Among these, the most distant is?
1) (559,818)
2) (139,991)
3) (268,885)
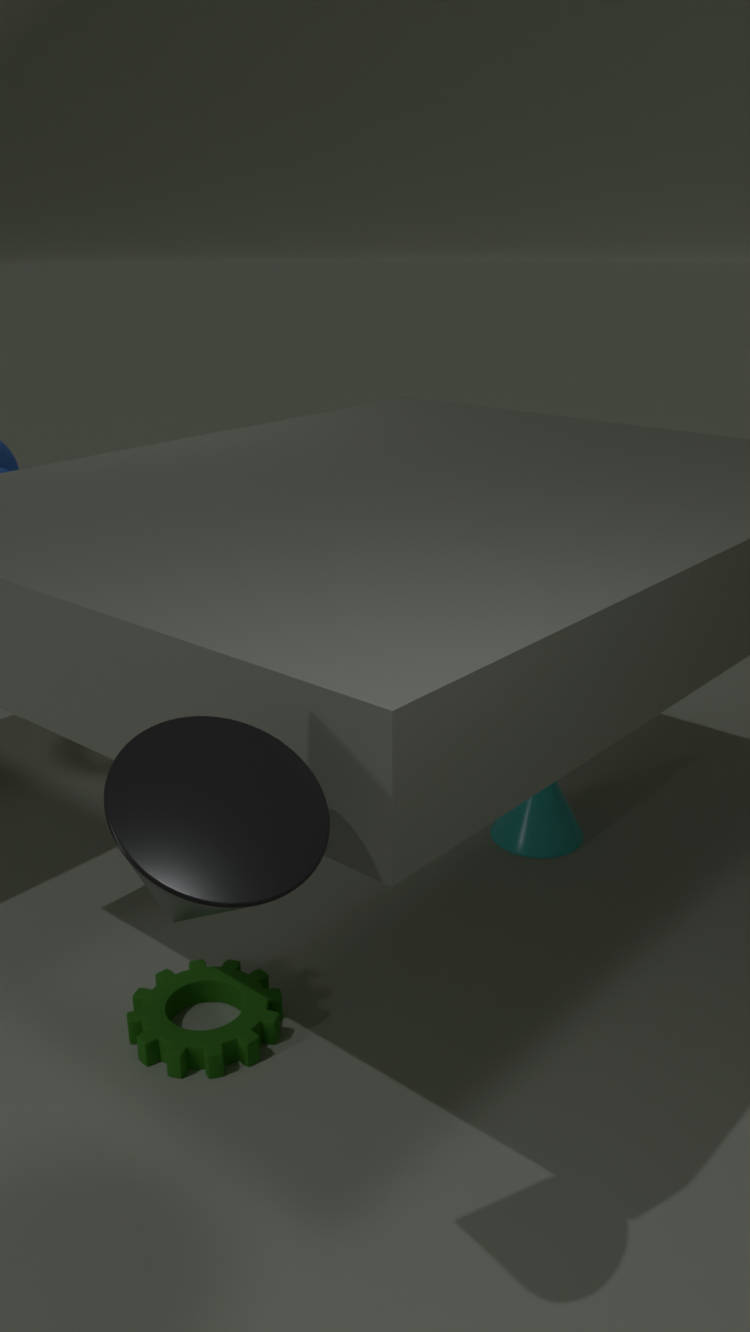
1
